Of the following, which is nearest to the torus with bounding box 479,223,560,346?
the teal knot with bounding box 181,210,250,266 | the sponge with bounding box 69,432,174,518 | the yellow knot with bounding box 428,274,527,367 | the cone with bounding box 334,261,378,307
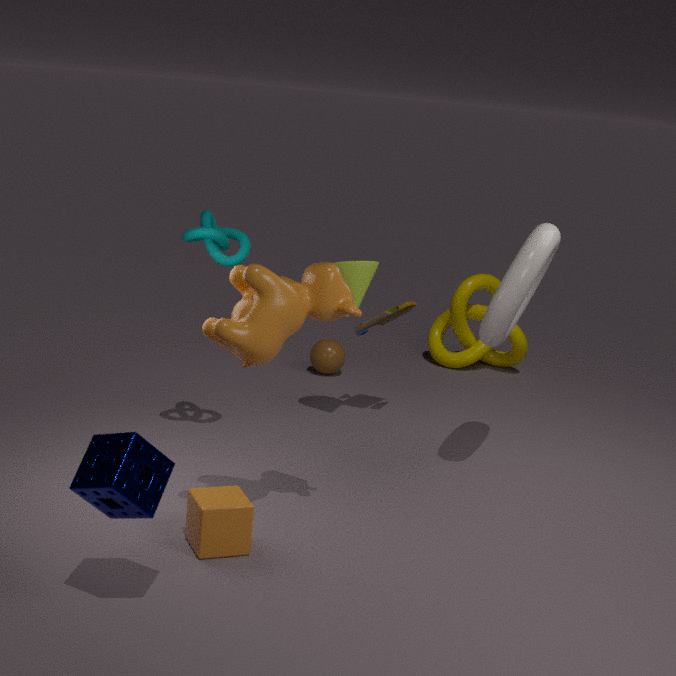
the cone with bounding box 334,261,378,307
